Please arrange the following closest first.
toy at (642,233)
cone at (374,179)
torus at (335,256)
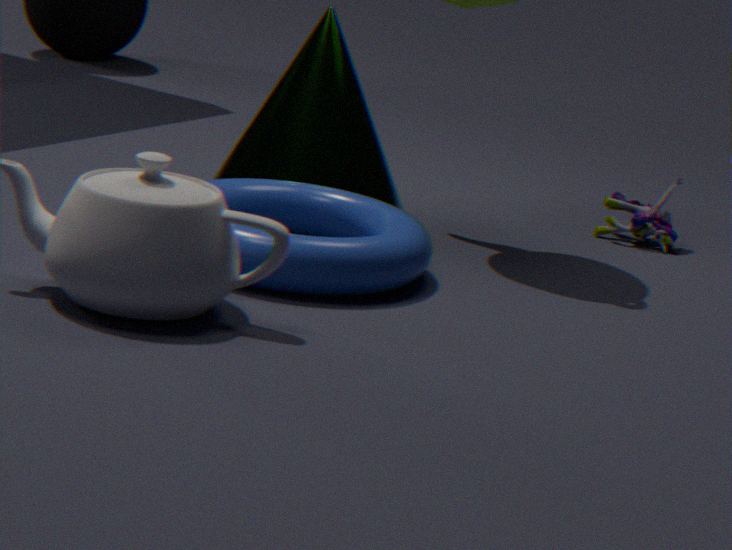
torus at (335,256)
cone at (374,179)
toy at (642,233)
